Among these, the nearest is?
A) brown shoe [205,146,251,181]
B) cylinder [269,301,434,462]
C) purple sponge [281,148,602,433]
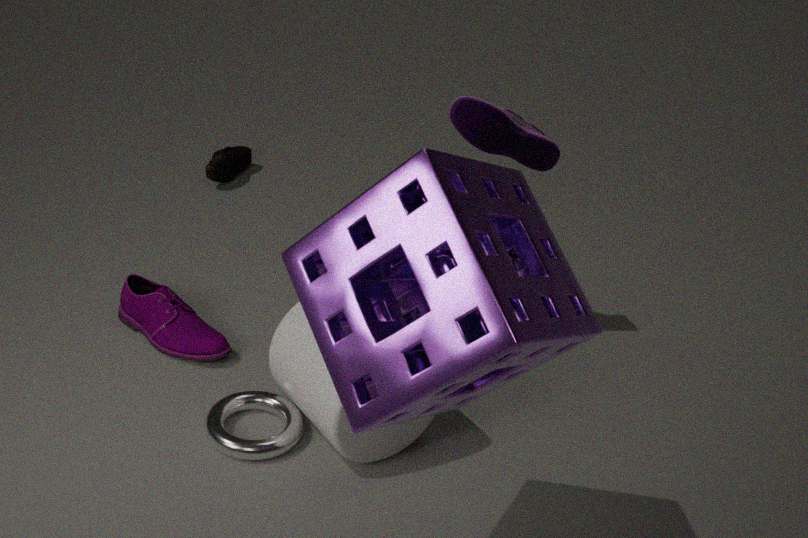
purple sponge [281,148,602,433]
